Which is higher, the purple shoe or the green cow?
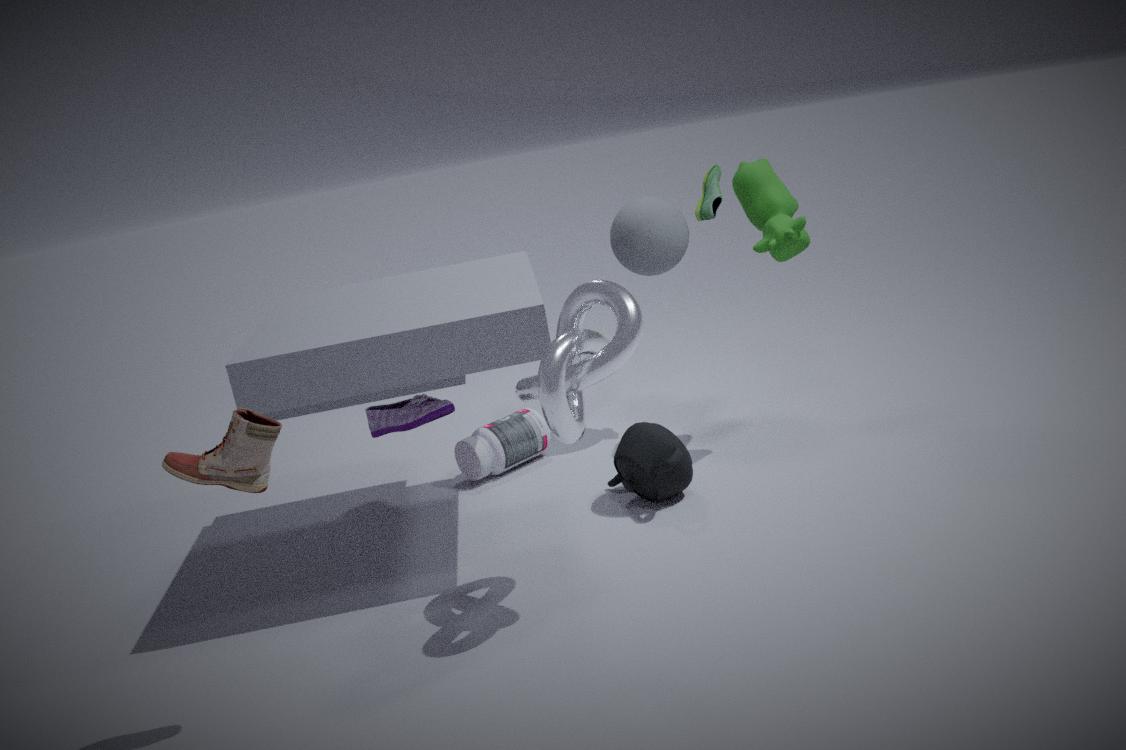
the green cow
